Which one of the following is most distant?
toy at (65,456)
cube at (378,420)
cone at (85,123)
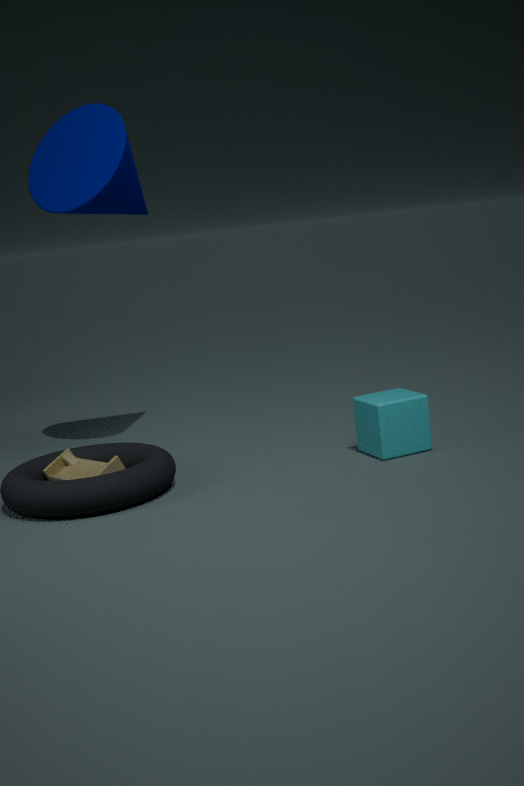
cone at (85,123)
